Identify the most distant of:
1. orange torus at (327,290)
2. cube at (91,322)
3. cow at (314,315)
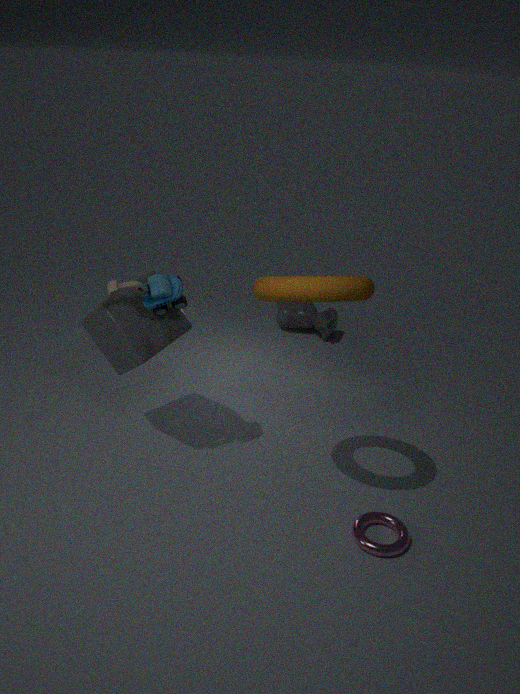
cow at (314,315)
